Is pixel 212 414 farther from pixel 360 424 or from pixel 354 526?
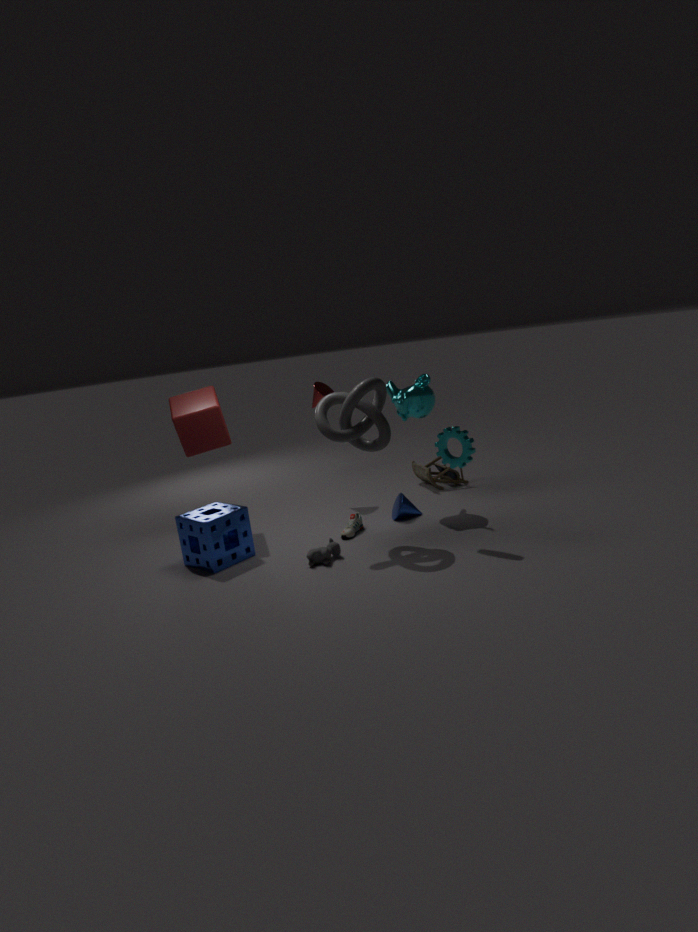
pixel 354 526
